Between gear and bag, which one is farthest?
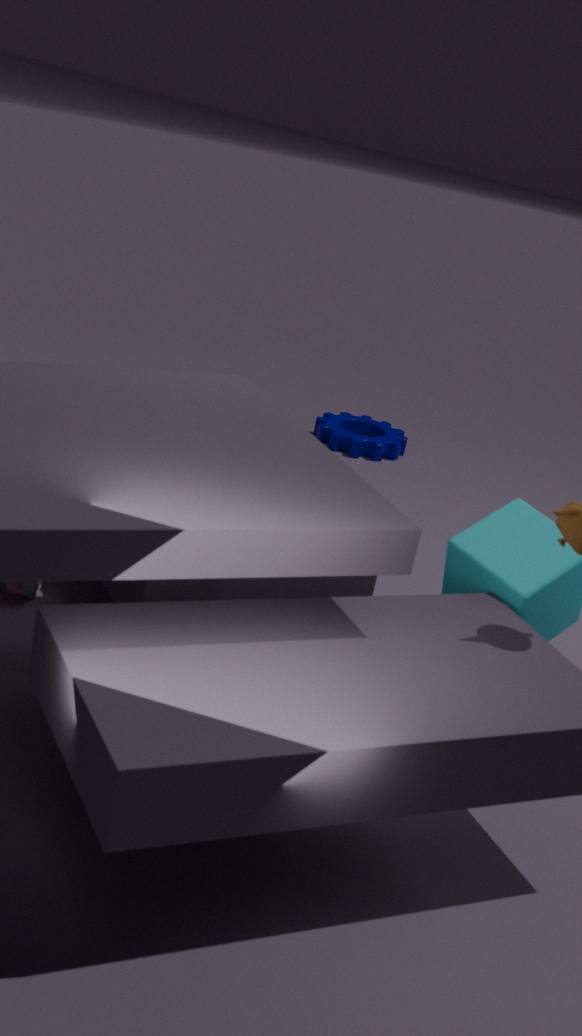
gear
